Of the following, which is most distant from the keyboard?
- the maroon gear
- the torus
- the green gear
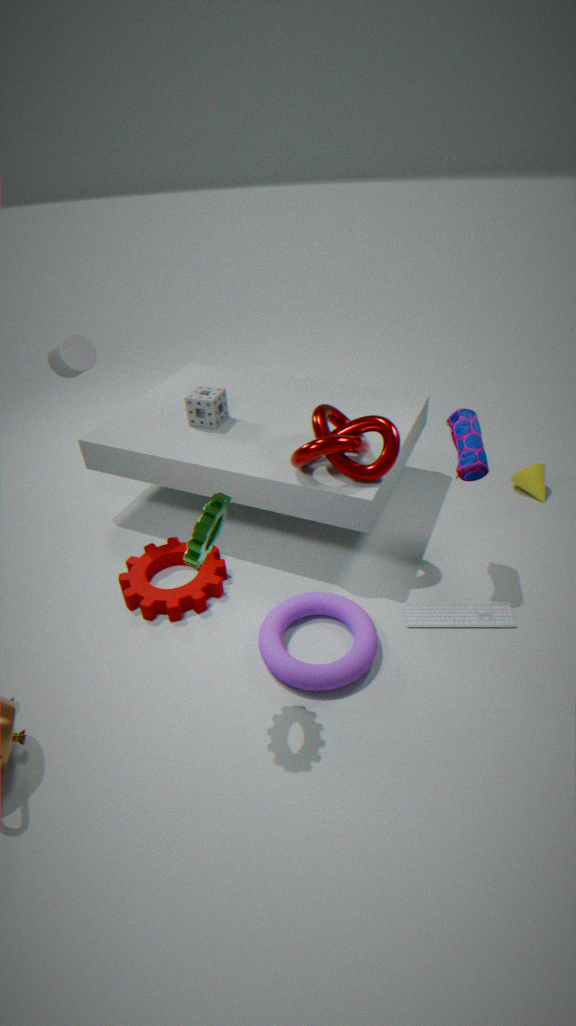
the green gear
